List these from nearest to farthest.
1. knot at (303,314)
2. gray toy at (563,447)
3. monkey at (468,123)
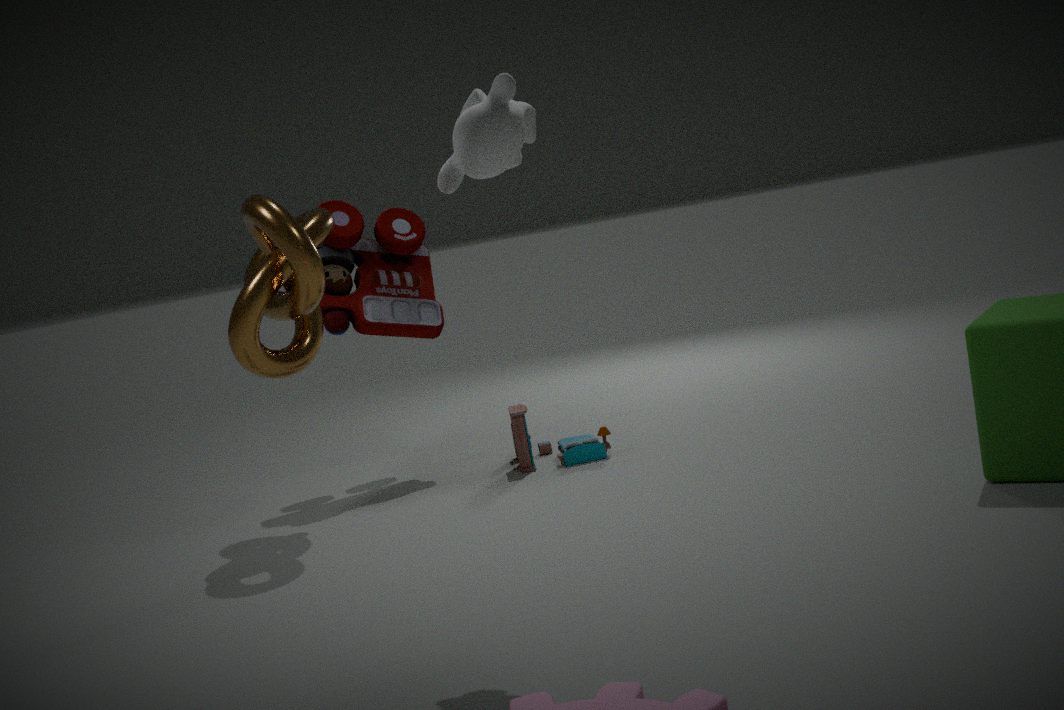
monkey at (468,123) → knot at (303,314) → gray toy at (563,447)
